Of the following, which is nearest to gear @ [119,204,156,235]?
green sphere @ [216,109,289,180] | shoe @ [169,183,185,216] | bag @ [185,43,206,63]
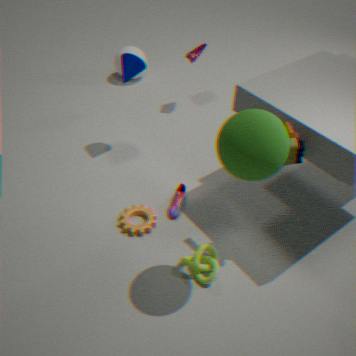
shoe @ [169,183,185,216]
